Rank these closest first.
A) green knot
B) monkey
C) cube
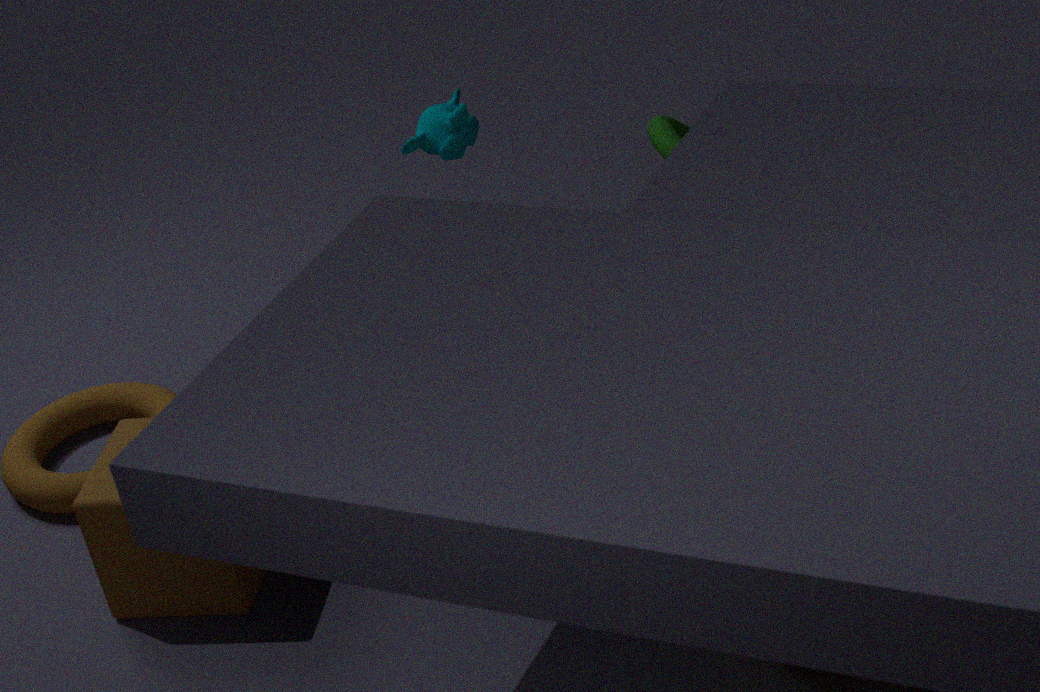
1. cube
2. monkey
3. green knot
